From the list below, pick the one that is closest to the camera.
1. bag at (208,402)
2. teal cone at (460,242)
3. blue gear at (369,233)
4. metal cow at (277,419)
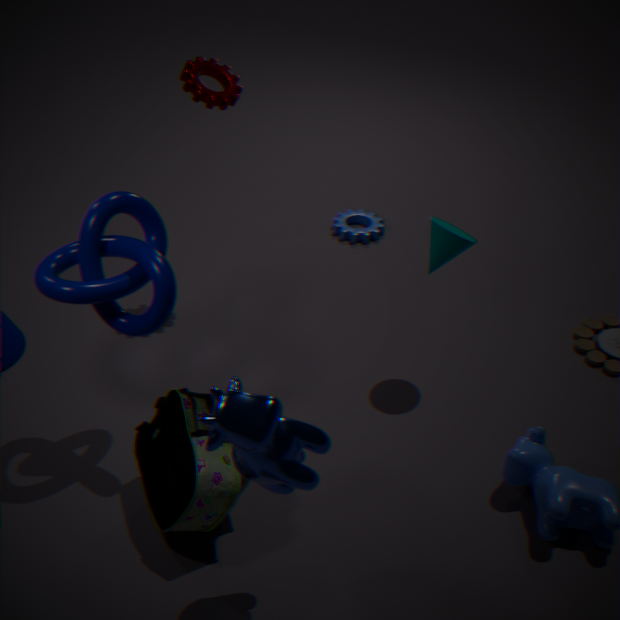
metal cow at (277,419)
